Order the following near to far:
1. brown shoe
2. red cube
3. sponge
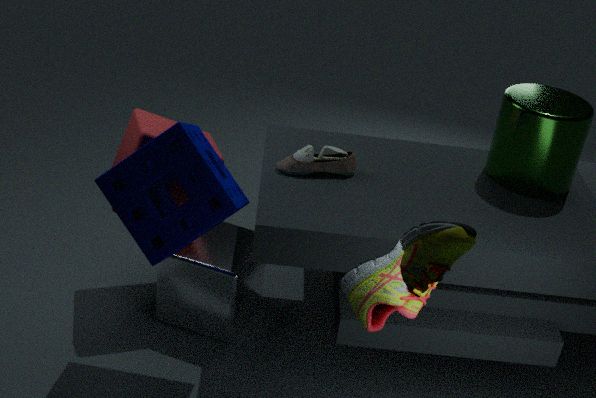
brown shoe → sponge → red cube
